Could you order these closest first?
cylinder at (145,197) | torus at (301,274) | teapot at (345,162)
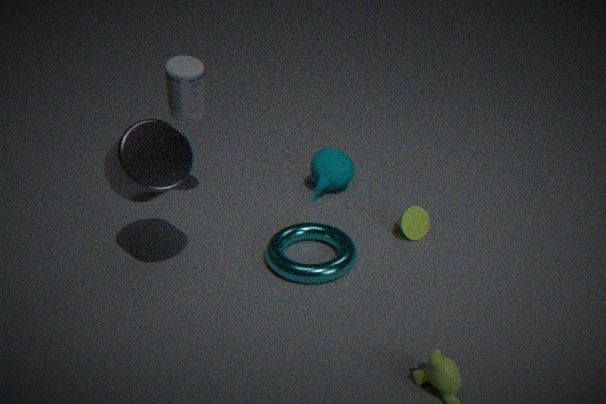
cylinder at (145,197) → torus at (301,274) → teapot at (345,162)
